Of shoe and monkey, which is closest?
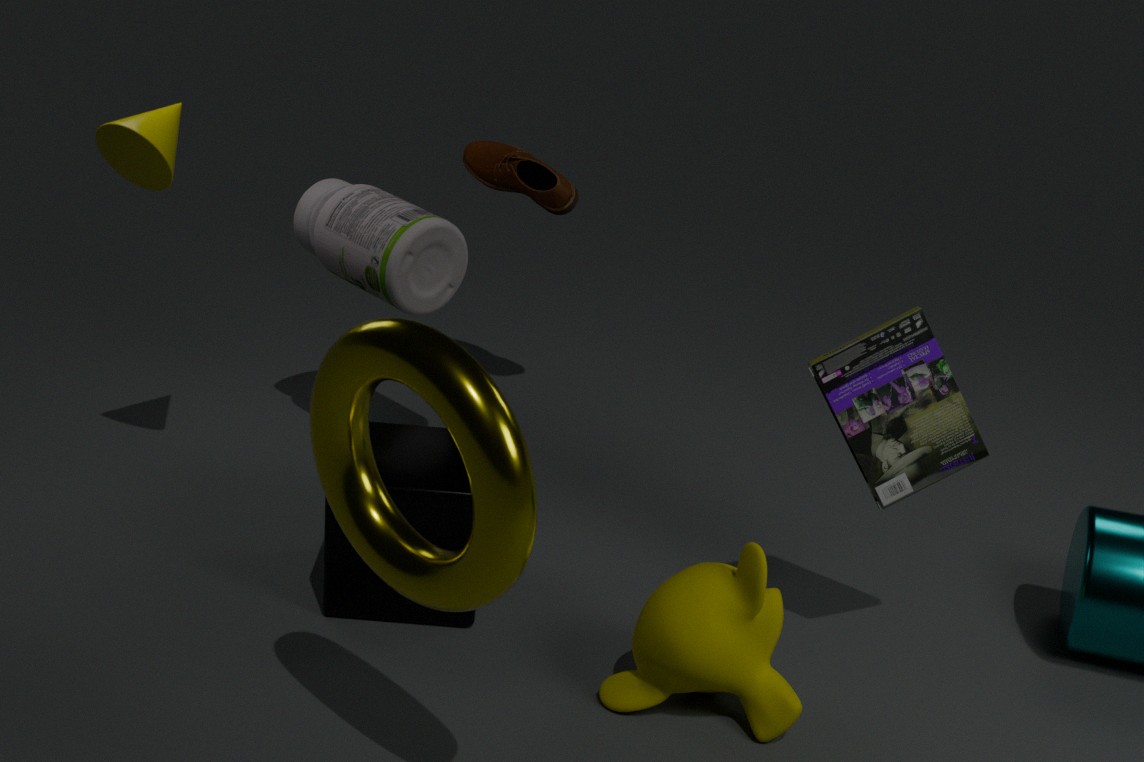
monkey
